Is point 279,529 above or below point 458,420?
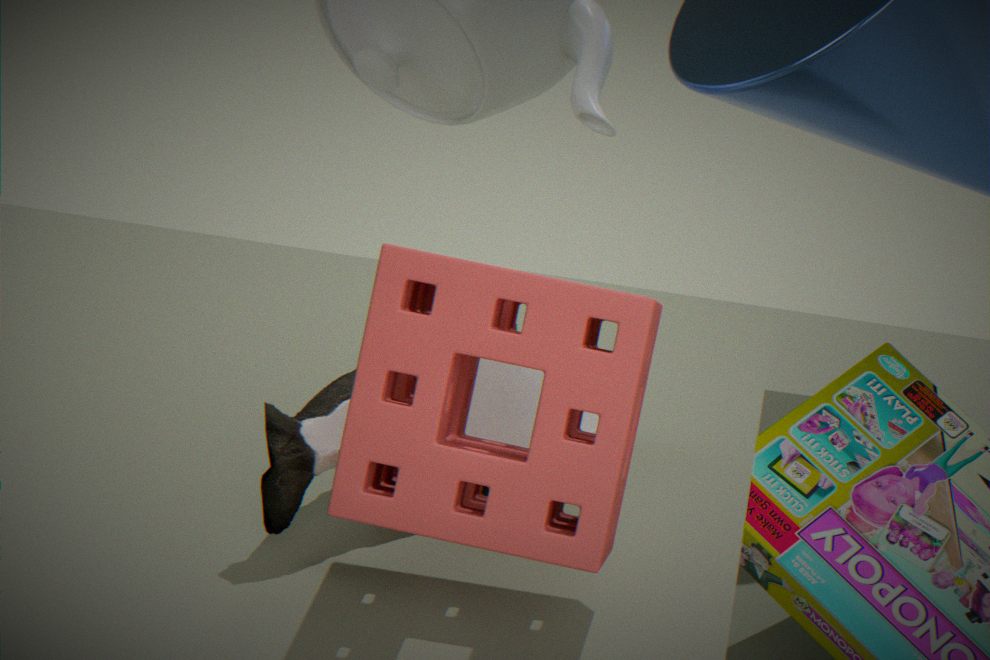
below
